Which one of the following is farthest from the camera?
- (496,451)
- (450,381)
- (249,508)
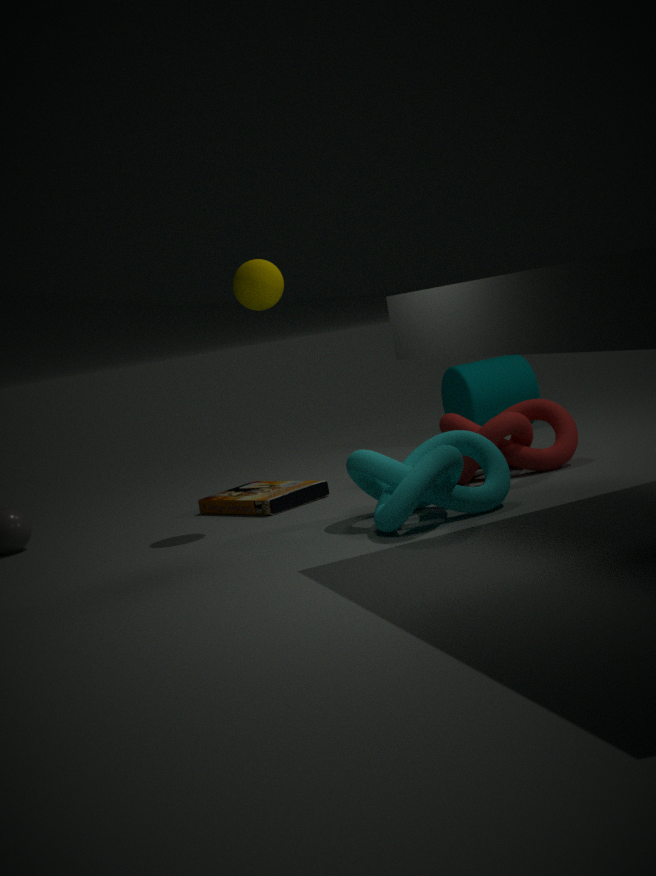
(450,381)
